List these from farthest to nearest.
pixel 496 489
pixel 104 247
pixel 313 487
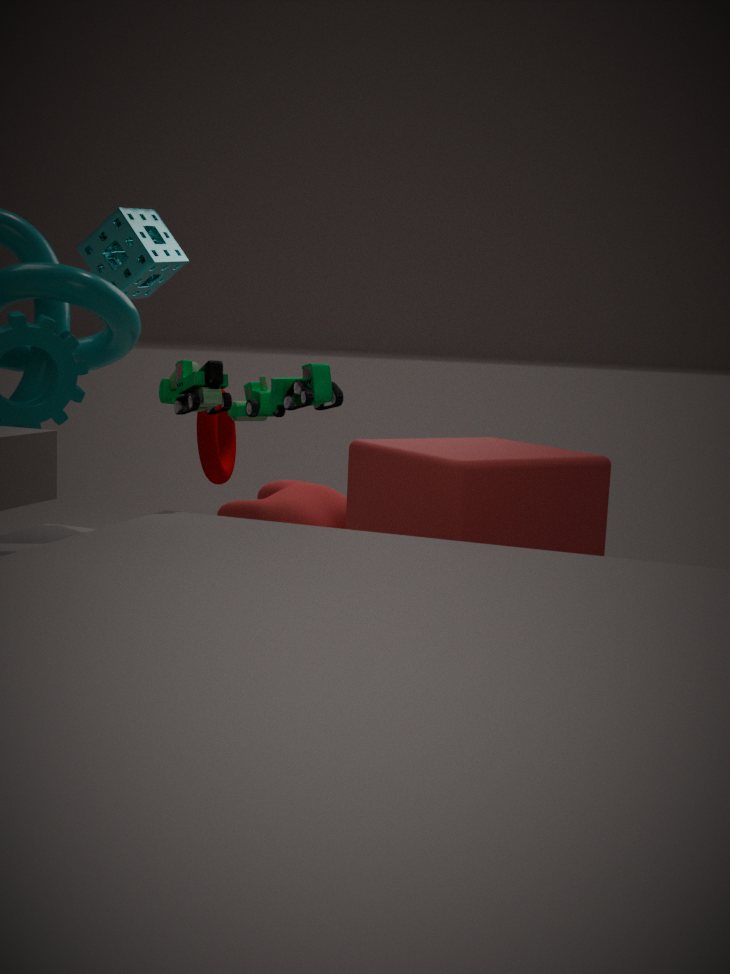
pixel 104 247 → pixel 313 487 → pixel 496 489
